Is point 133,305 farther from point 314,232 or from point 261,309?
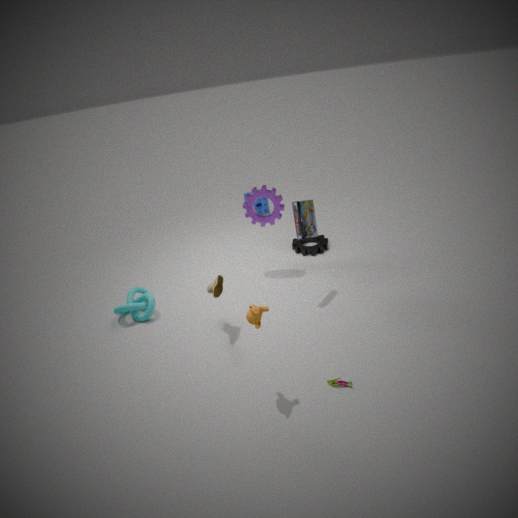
point 314,232
